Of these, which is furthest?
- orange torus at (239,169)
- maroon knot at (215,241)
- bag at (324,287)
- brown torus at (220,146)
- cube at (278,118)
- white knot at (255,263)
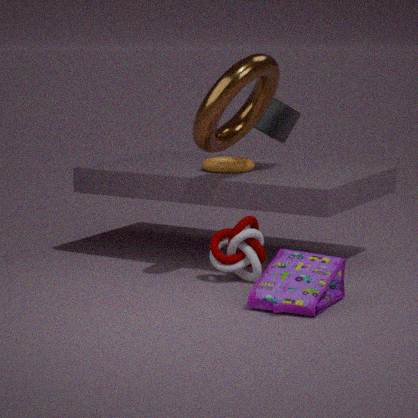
cube at (278,118)
